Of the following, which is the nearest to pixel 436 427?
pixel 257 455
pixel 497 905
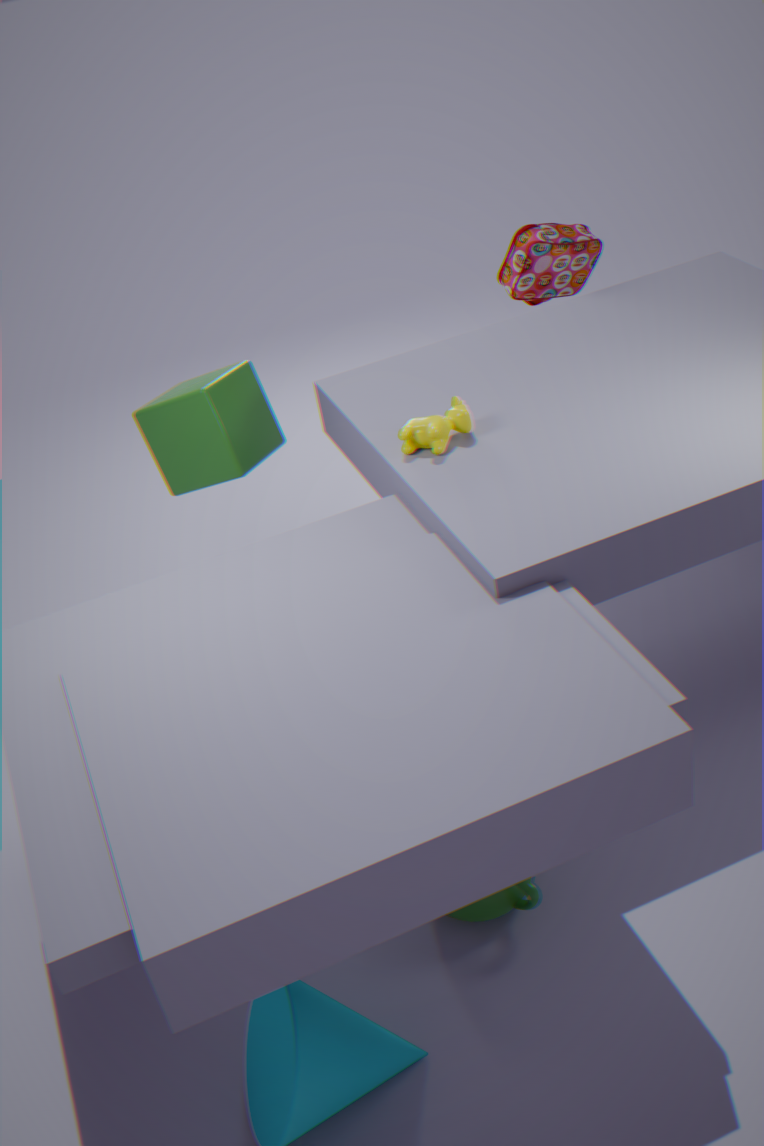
pixel 257 455
